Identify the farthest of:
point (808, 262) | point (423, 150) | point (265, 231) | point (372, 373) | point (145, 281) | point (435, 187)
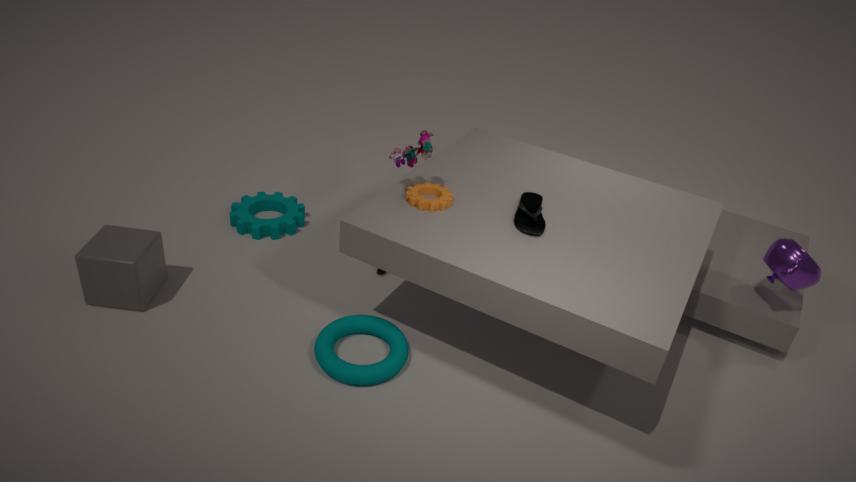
point (265, 231)
